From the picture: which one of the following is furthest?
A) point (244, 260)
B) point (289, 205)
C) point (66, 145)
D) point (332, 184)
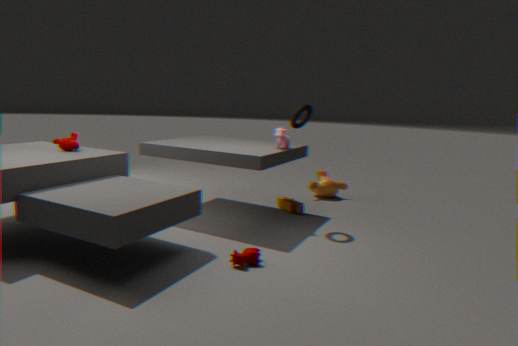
point (332, 184)
